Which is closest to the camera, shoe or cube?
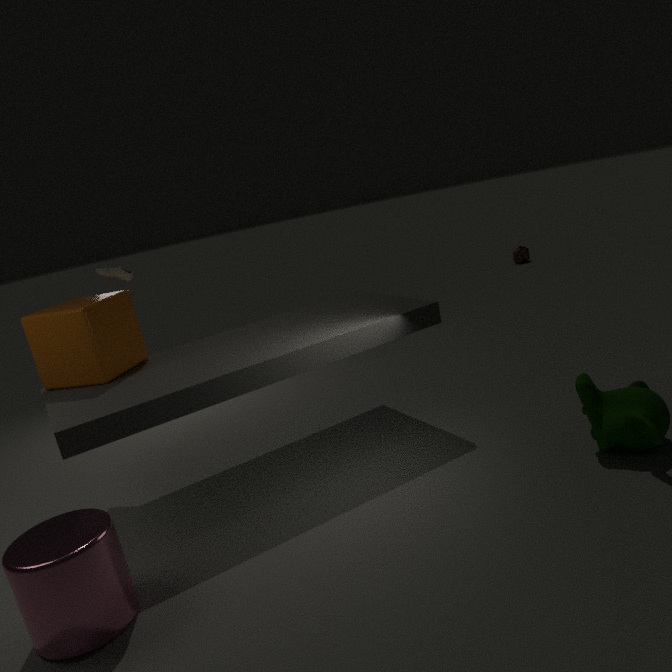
cube
